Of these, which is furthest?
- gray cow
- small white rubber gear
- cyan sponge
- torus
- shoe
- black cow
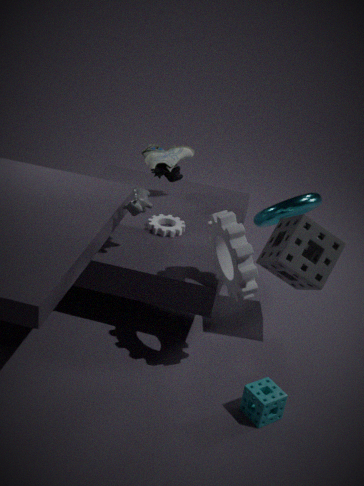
black cow
